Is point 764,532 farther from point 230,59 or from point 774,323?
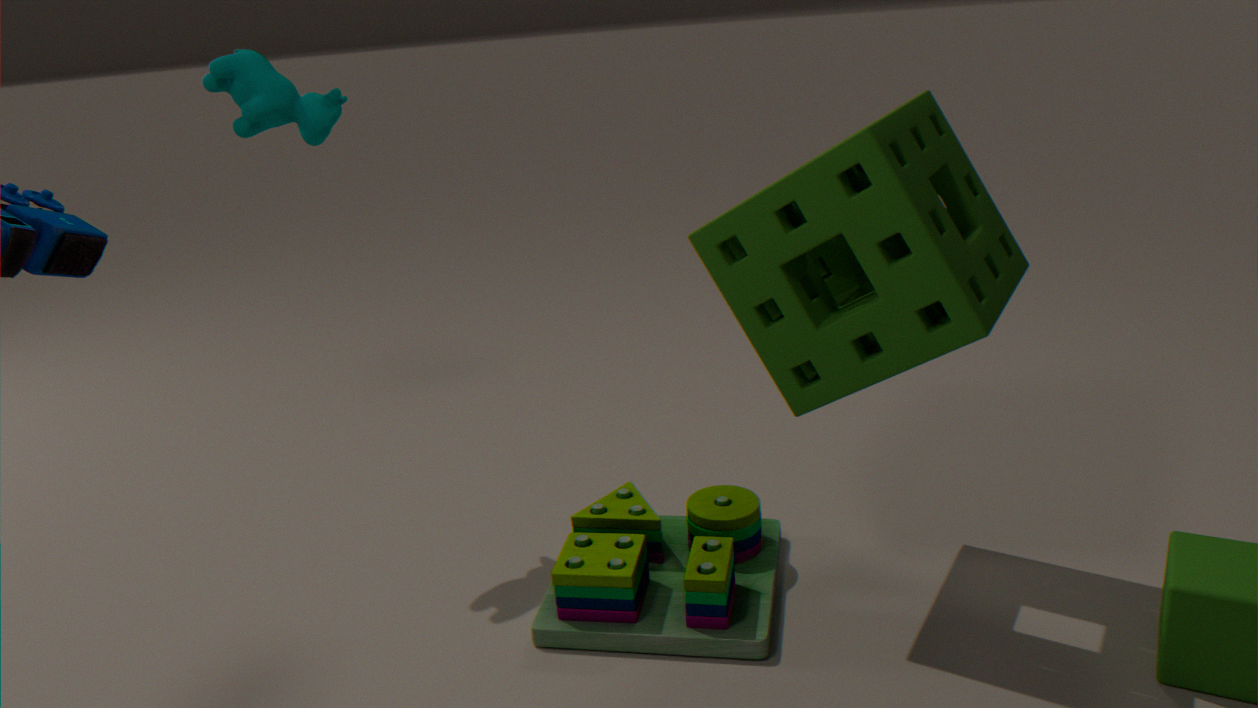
point 230,59
